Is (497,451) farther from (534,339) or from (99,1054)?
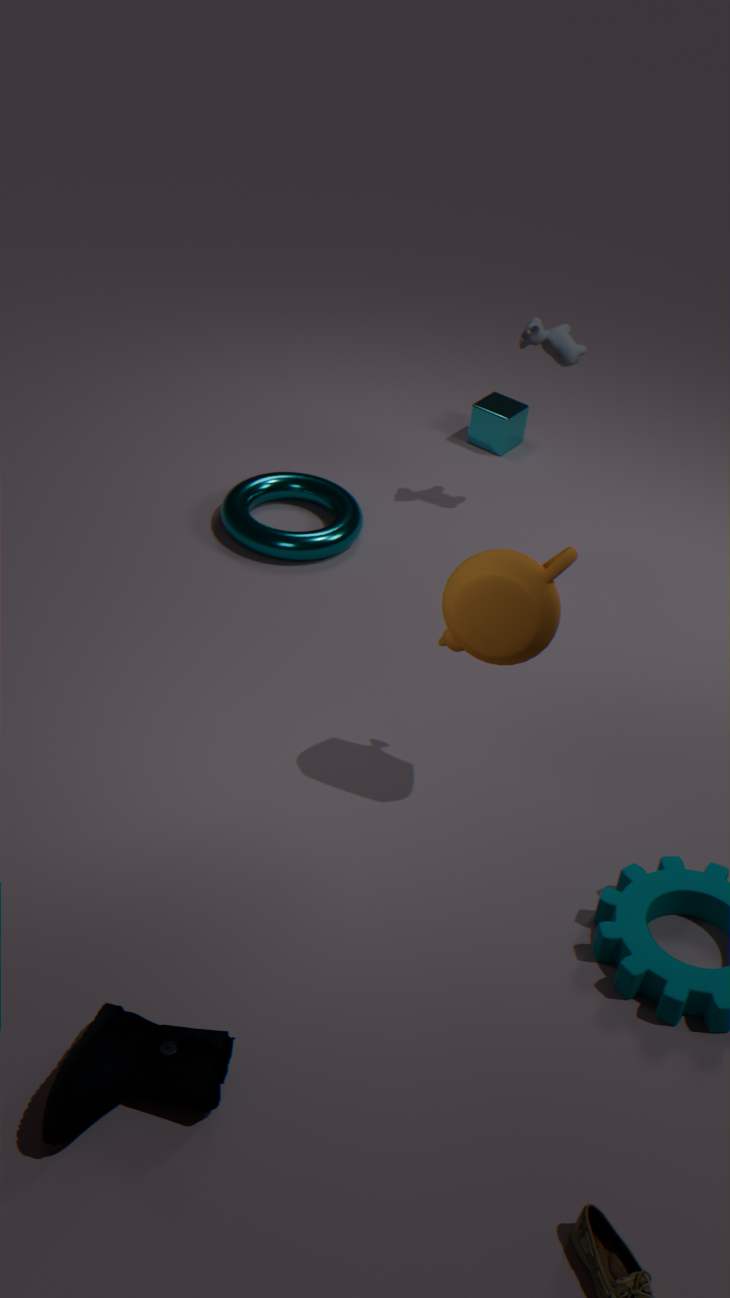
(99,1054)
